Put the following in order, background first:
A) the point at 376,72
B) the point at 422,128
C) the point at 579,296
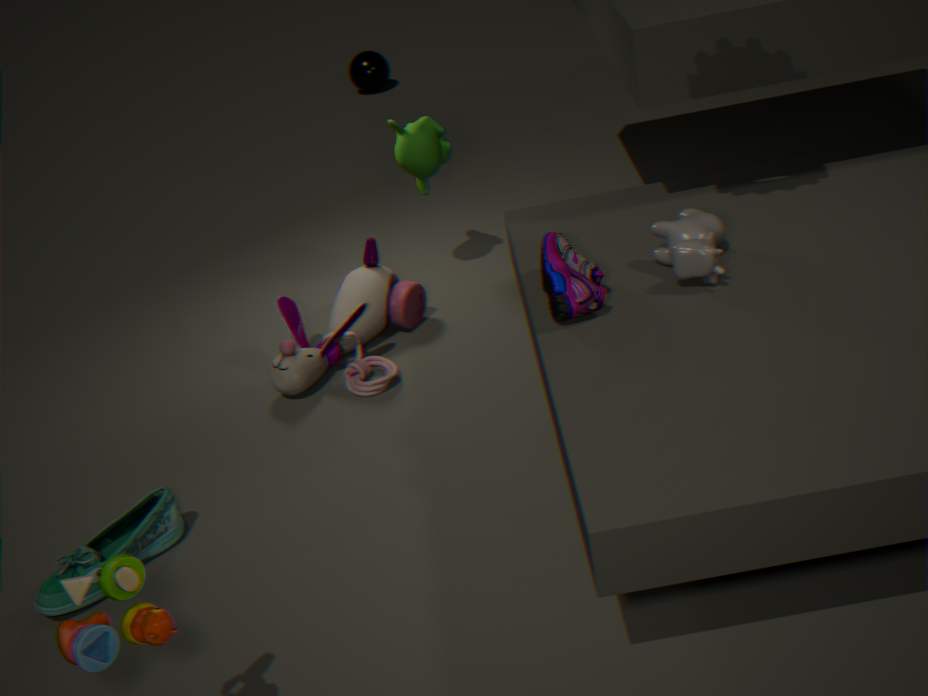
the point at 376,72
the point at 422,128
the point at 579,296
